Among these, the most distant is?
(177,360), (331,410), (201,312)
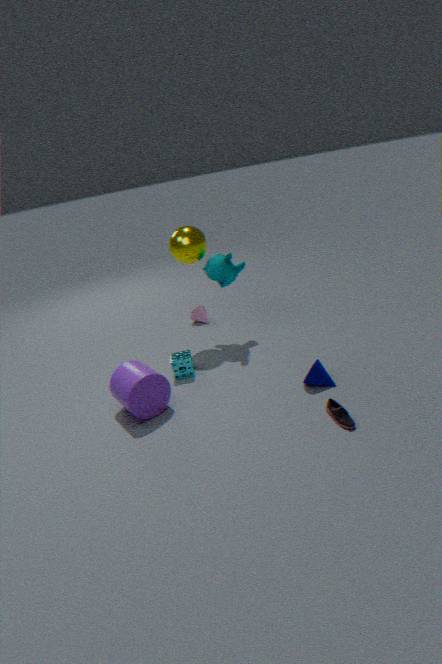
(201,312)
